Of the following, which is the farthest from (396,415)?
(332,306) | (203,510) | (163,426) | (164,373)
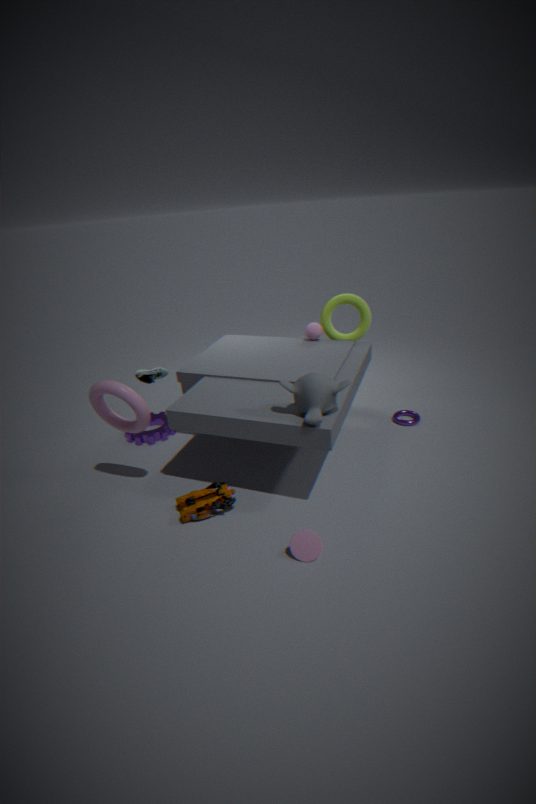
(163,426)
